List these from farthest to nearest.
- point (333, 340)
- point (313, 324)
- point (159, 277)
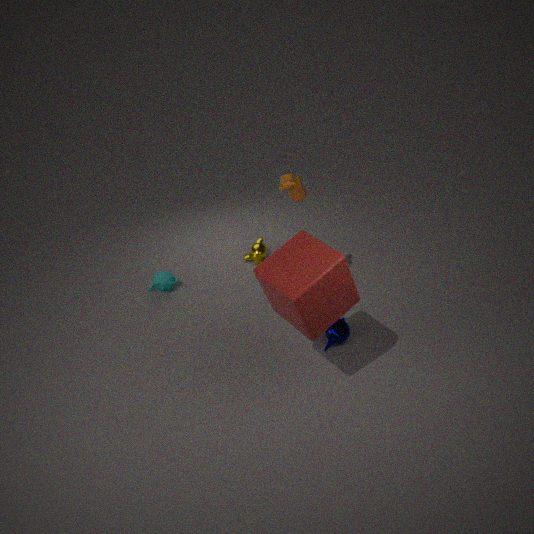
point (159, 277) → point (333, 340) → point (313, 324)
